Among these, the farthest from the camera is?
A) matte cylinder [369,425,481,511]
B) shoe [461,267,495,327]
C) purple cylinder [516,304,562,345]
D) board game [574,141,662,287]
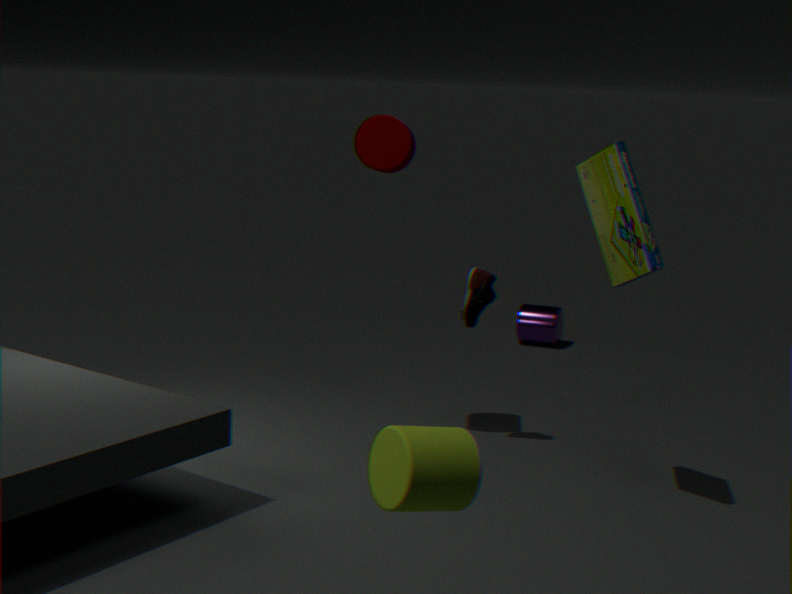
purple cylinder [516,304,562,345]
